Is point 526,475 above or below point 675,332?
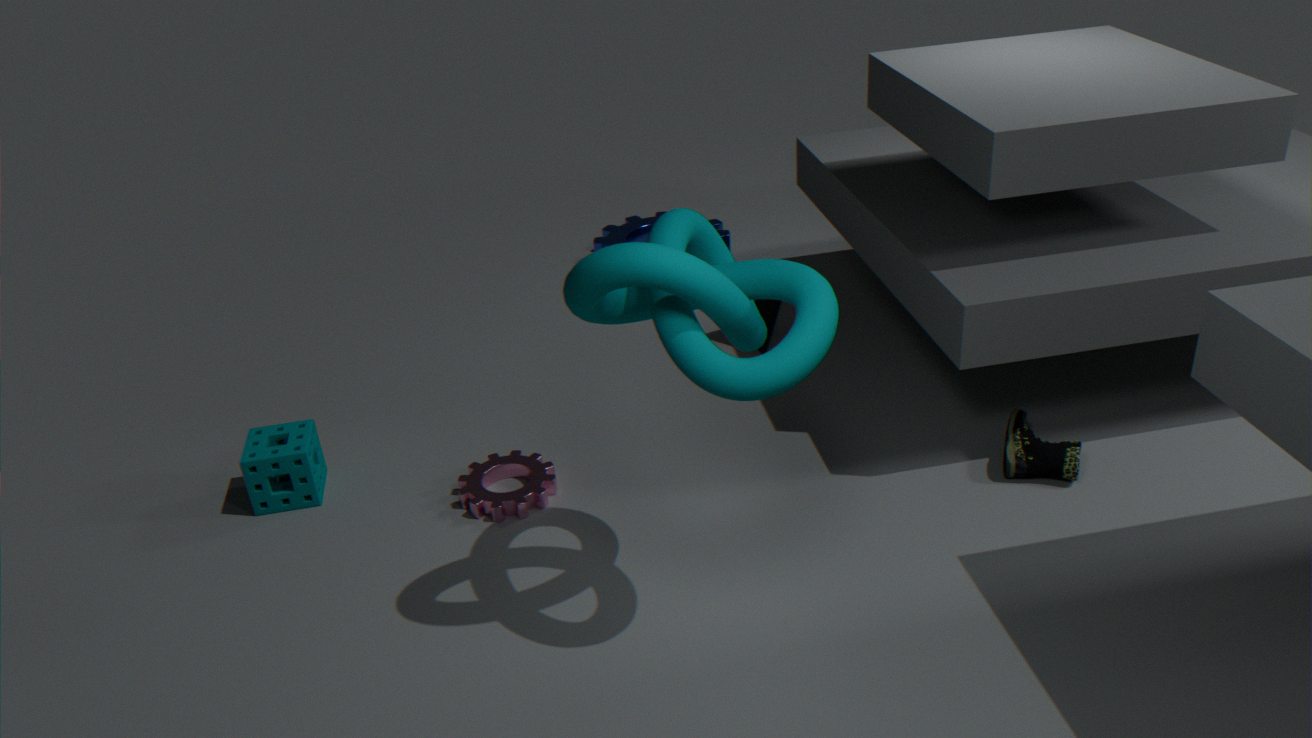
below
